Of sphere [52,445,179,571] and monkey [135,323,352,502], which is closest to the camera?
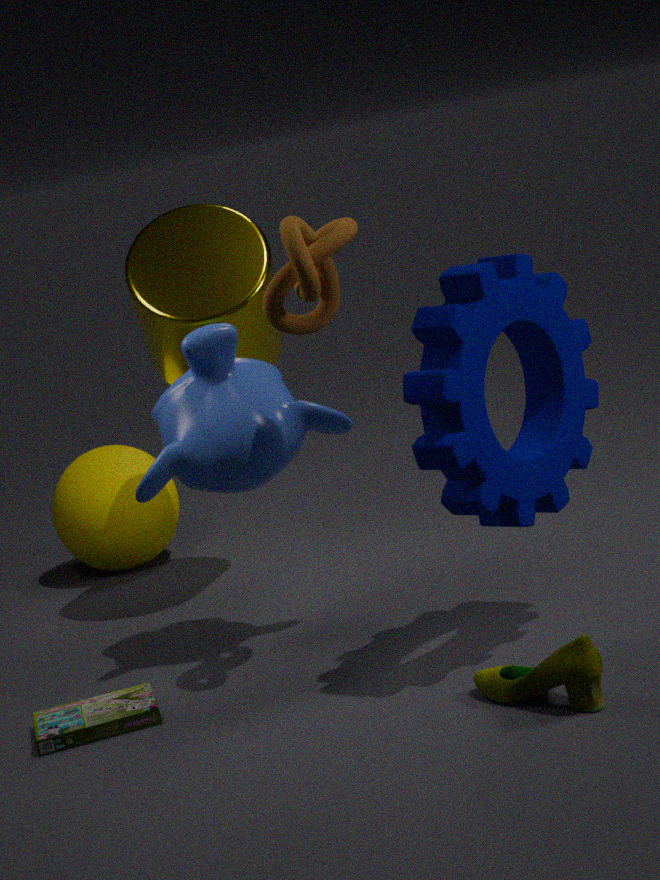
monkey [135,323,352,502]
